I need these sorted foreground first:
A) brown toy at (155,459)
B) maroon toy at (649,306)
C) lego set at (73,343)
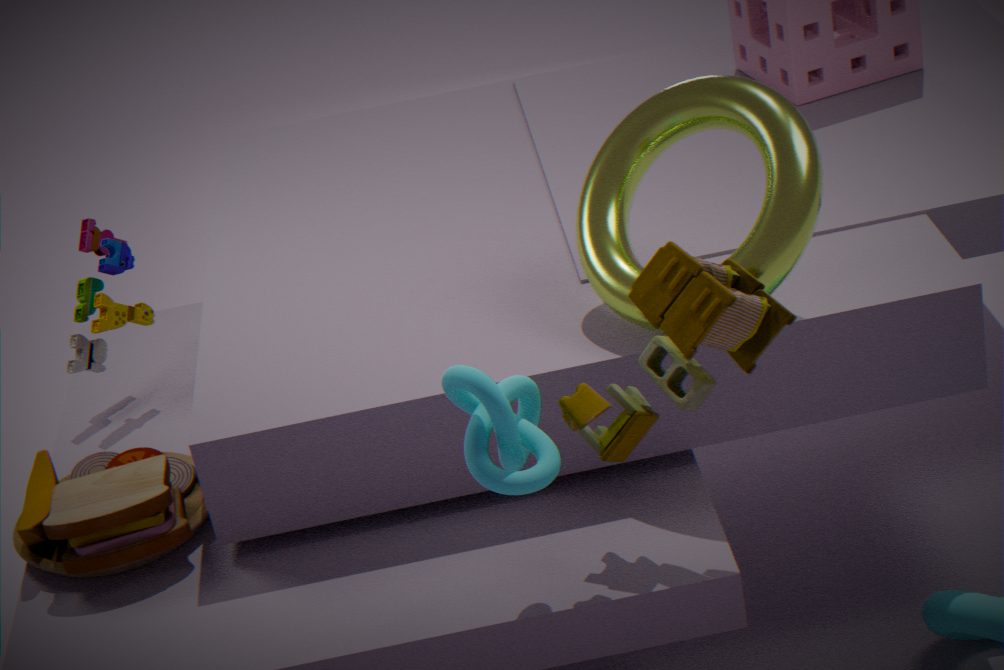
maroon toy at (649,306) < brown toy at (155,459) < lego set at (73,343)
